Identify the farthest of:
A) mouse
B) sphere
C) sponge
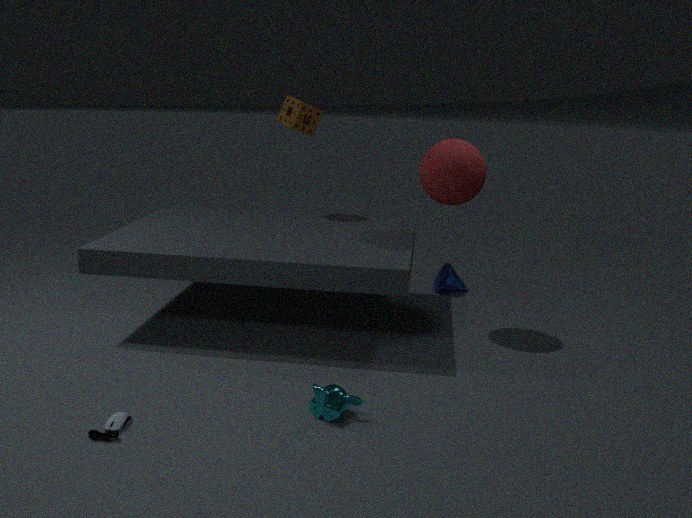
sponge
